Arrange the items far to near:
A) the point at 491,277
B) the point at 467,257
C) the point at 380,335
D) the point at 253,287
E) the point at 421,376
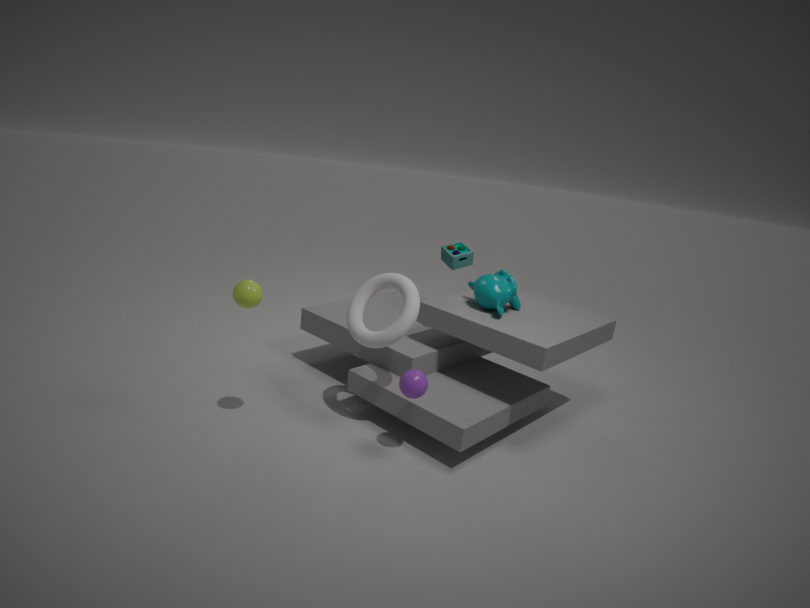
the point at 467,257, the point at 491,277, the point at 380,335, the point at 421,376, the point at 253,287
